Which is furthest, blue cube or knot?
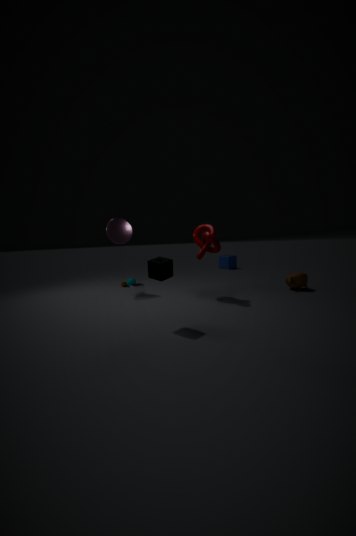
blue cube
